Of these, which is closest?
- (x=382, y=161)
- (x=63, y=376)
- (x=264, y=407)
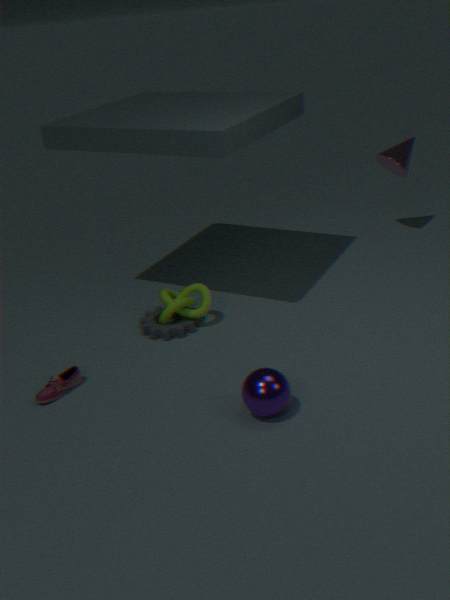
(x=264, y=407)
